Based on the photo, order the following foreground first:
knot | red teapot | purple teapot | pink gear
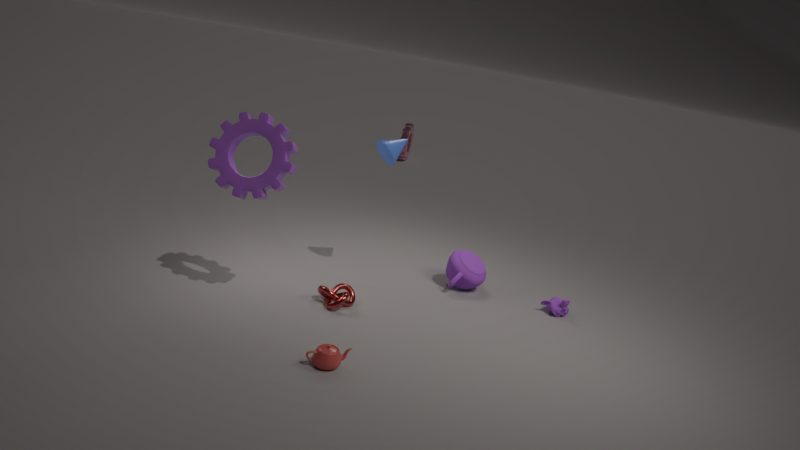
red teapot < knot < purple teapot < pink gear
